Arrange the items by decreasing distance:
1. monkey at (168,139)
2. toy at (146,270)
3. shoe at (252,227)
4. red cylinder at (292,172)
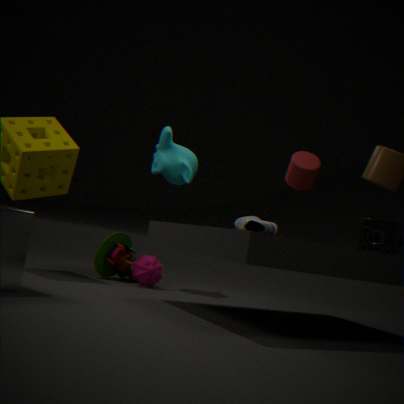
1. monkey at (168,139)
2. toy at (146,270)
3. red cylinder at (292,172)
4. shoe at (252,227)
